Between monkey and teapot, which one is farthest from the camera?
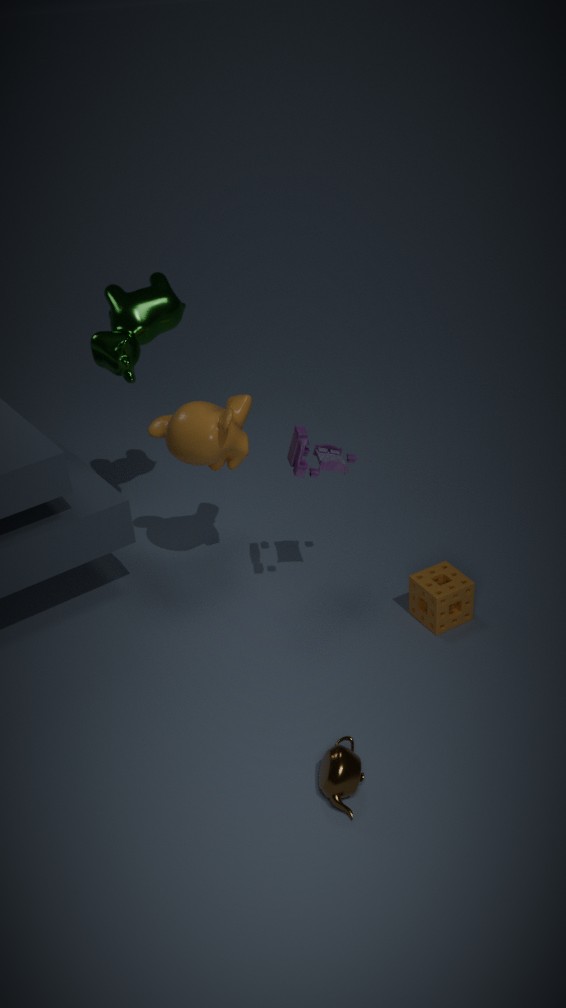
monkey
